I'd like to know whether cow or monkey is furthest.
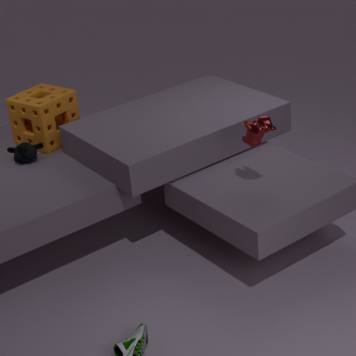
monkey
